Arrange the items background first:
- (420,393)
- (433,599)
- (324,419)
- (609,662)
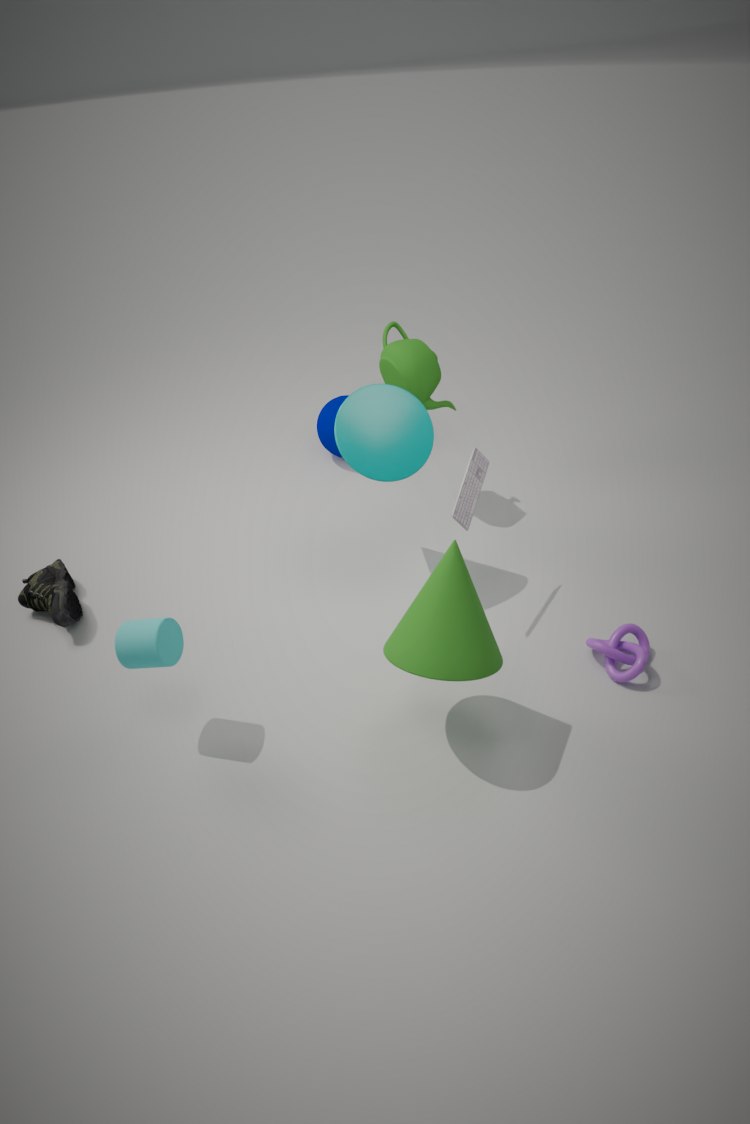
1. (324,419)
2. (420,393)
3. (609,662)
4. (433,599)
